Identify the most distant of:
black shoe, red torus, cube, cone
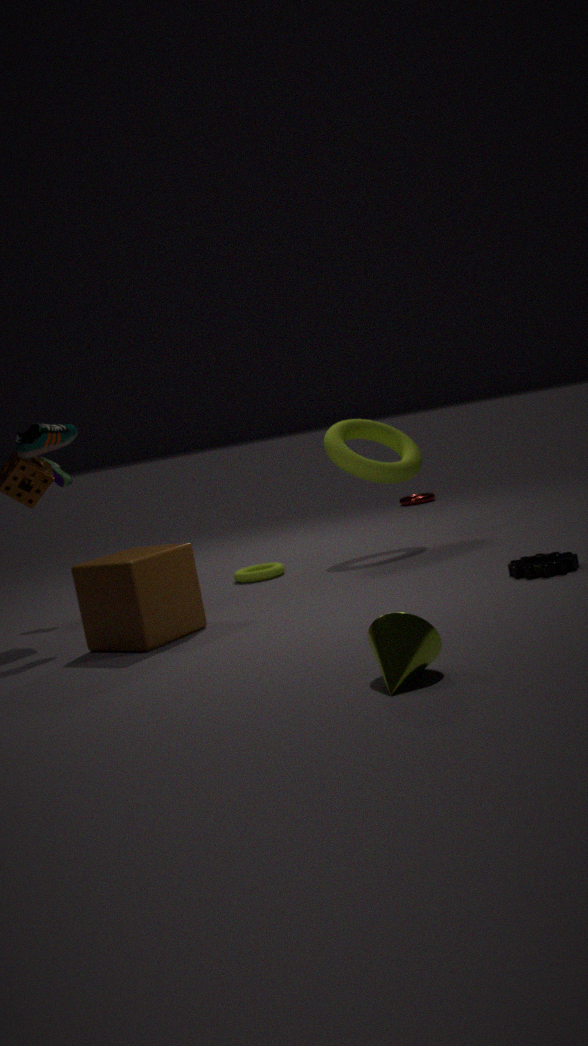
red torus
